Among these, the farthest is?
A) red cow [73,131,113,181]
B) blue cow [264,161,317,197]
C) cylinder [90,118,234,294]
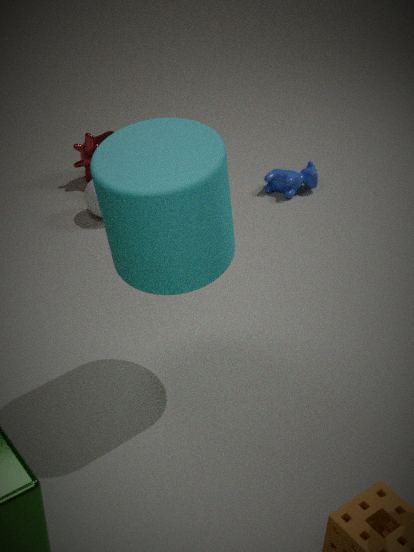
blue cow [264,161,317,197]
